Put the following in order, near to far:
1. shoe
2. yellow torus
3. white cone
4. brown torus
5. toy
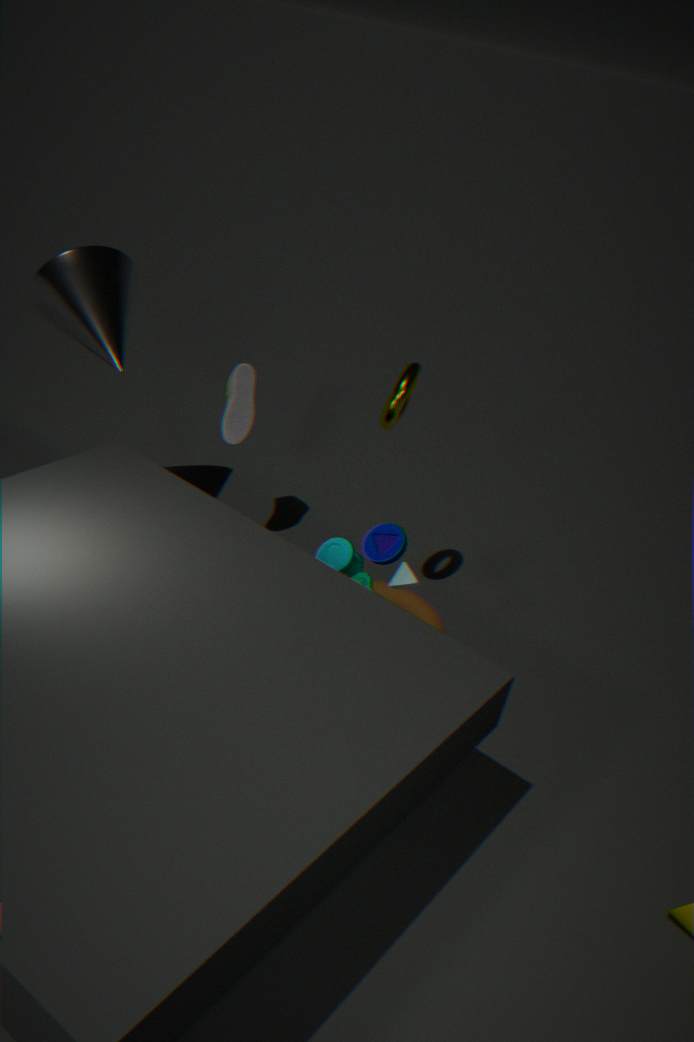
toy < yellow torus < white cone < brown torus < shoe
